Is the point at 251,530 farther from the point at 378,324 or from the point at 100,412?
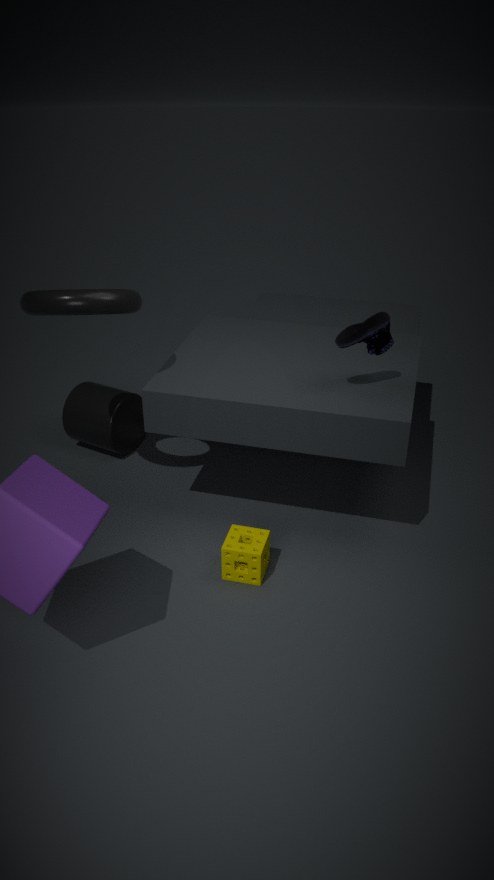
the point at 100,412
